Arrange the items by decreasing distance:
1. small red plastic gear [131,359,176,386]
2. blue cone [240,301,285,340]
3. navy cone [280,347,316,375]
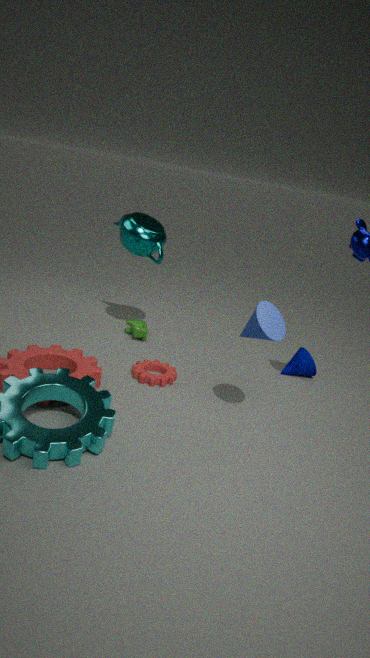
navy cone [280,347,316,375] < small red plastic gear [131,359,176,386] < blue cone [240,301,285,340]
